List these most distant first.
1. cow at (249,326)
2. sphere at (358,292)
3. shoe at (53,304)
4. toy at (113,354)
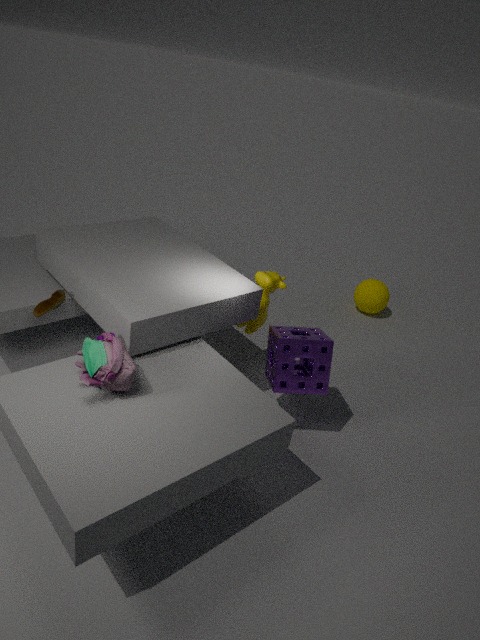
sphere at (358,292), cow at (249,326), shoe at (53,304), toy at (113,354)
